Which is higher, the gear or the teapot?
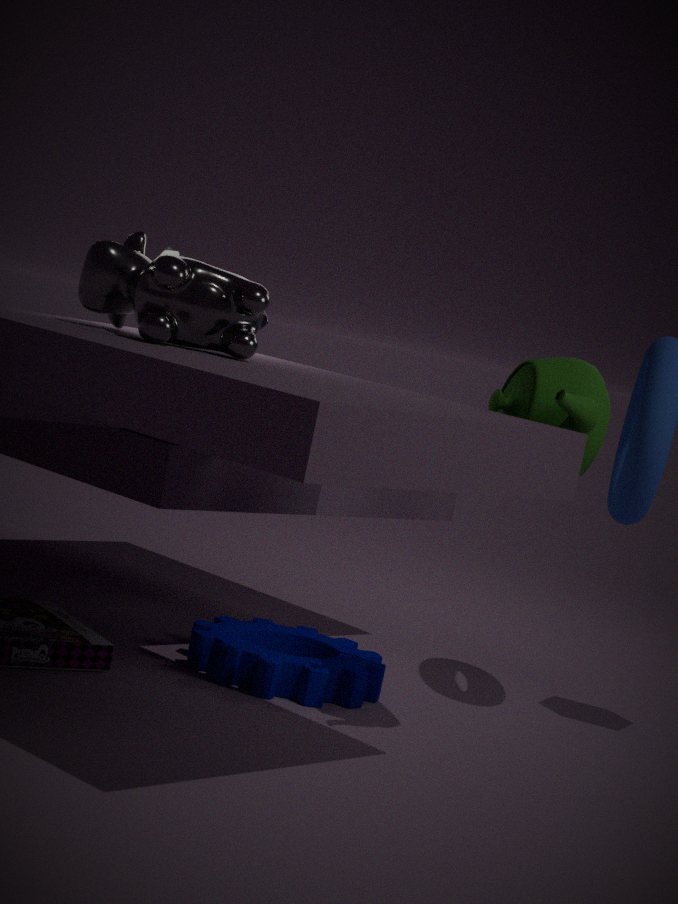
the teapot
